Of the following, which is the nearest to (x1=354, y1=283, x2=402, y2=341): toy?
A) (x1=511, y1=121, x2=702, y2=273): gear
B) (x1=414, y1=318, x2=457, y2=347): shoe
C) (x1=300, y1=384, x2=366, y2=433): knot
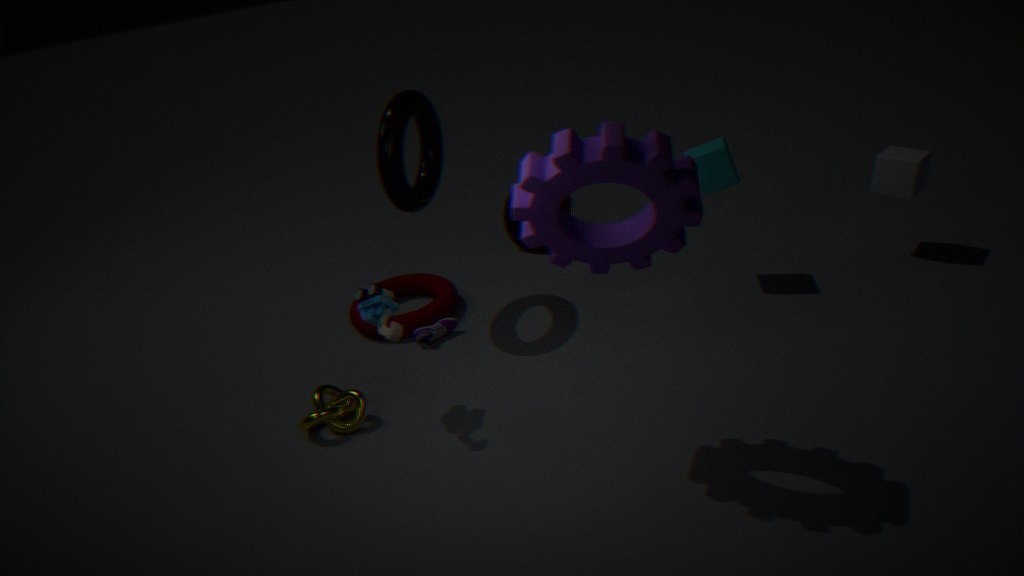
(x1=300, y1=384, x2=366, y2=433): knot
